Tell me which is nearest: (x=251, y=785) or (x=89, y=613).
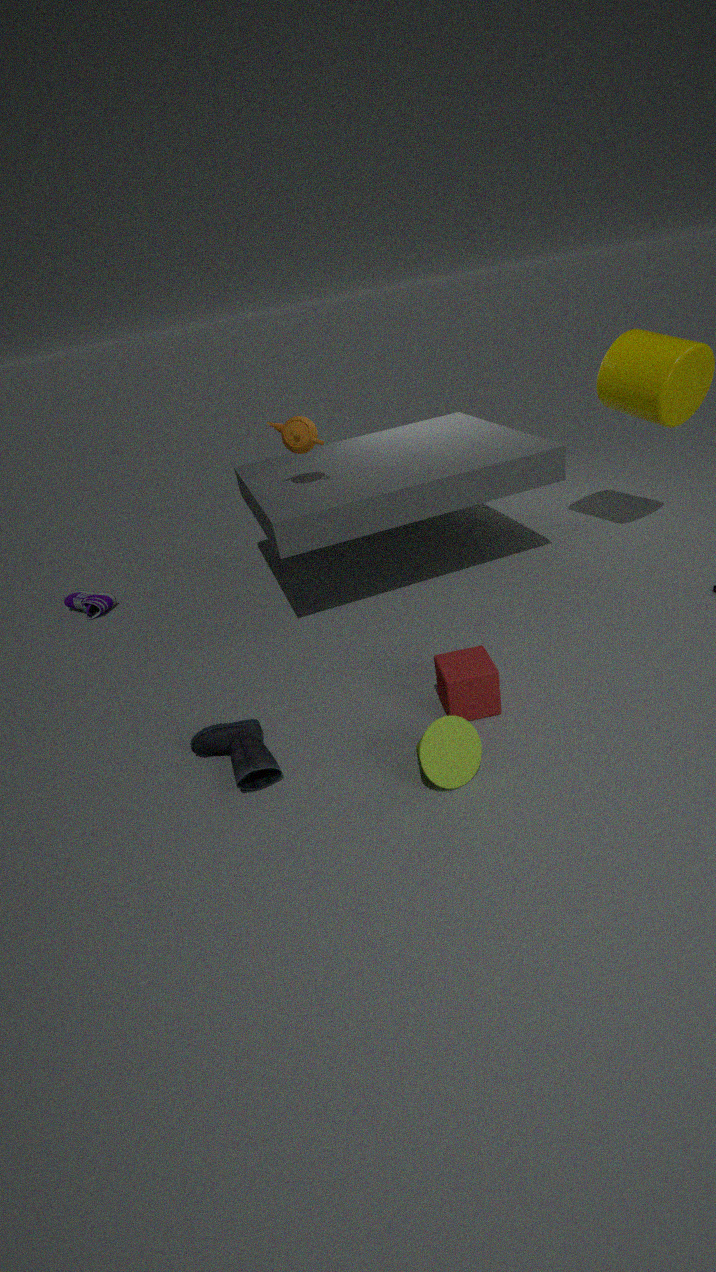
(x=251, y=785)
